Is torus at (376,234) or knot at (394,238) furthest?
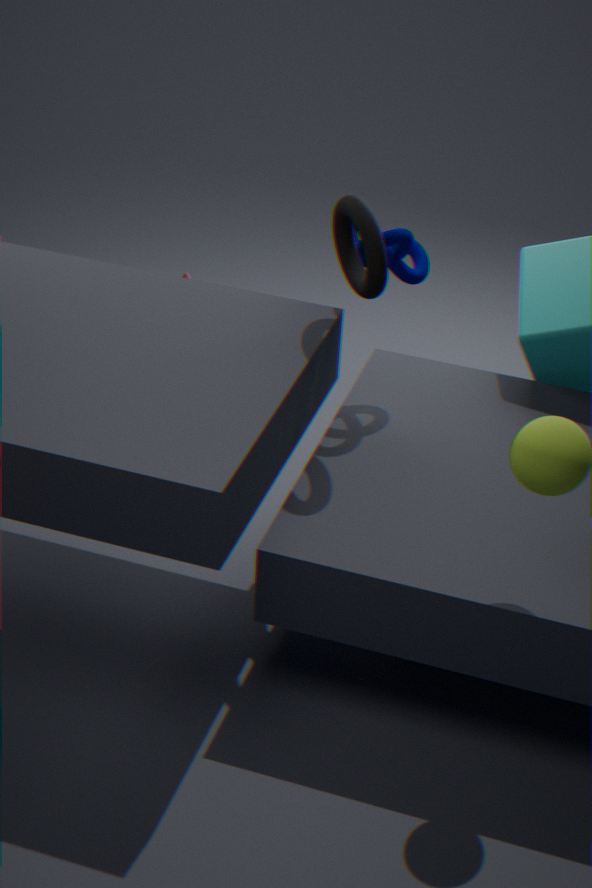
knot at (394,238)
